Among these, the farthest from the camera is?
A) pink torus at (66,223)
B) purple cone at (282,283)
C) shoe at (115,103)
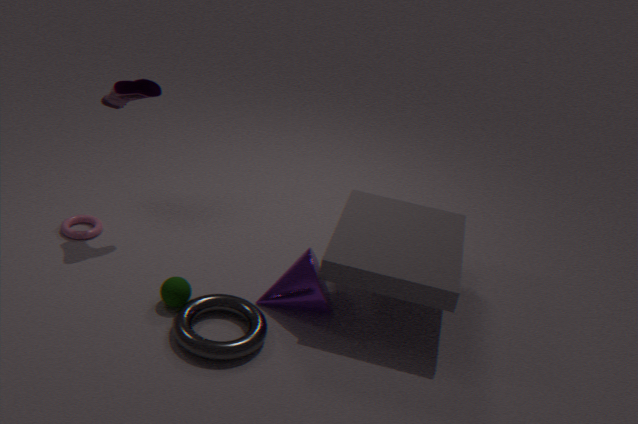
pink torus at (66,223)
